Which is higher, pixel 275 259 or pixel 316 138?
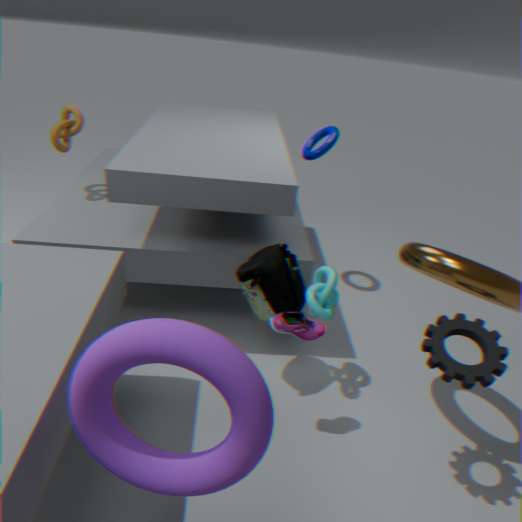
pixel 316 138
